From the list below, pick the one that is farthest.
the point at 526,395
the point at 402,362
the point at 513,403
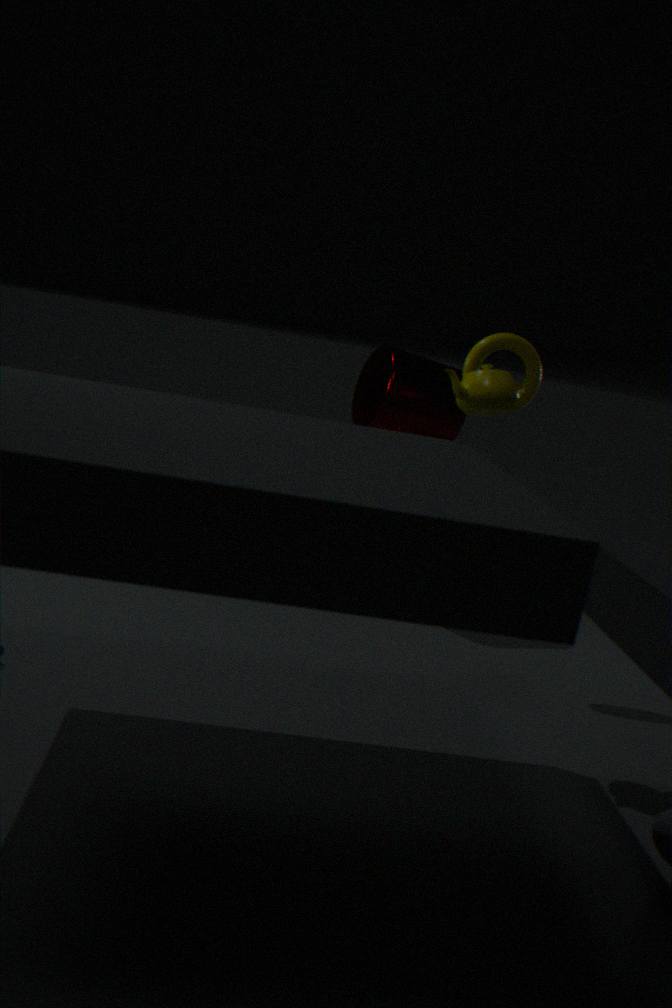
the point at 402,362
